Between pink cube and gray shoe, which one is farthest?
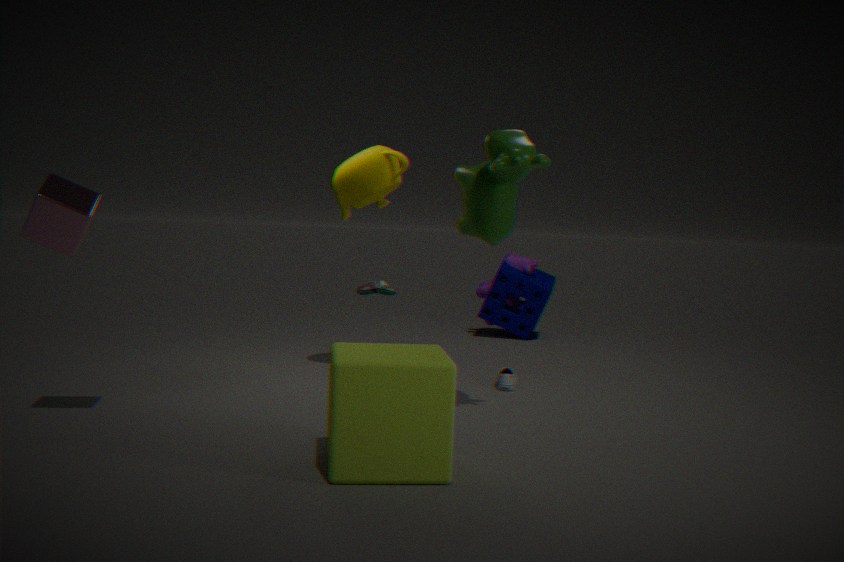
gray shoe
